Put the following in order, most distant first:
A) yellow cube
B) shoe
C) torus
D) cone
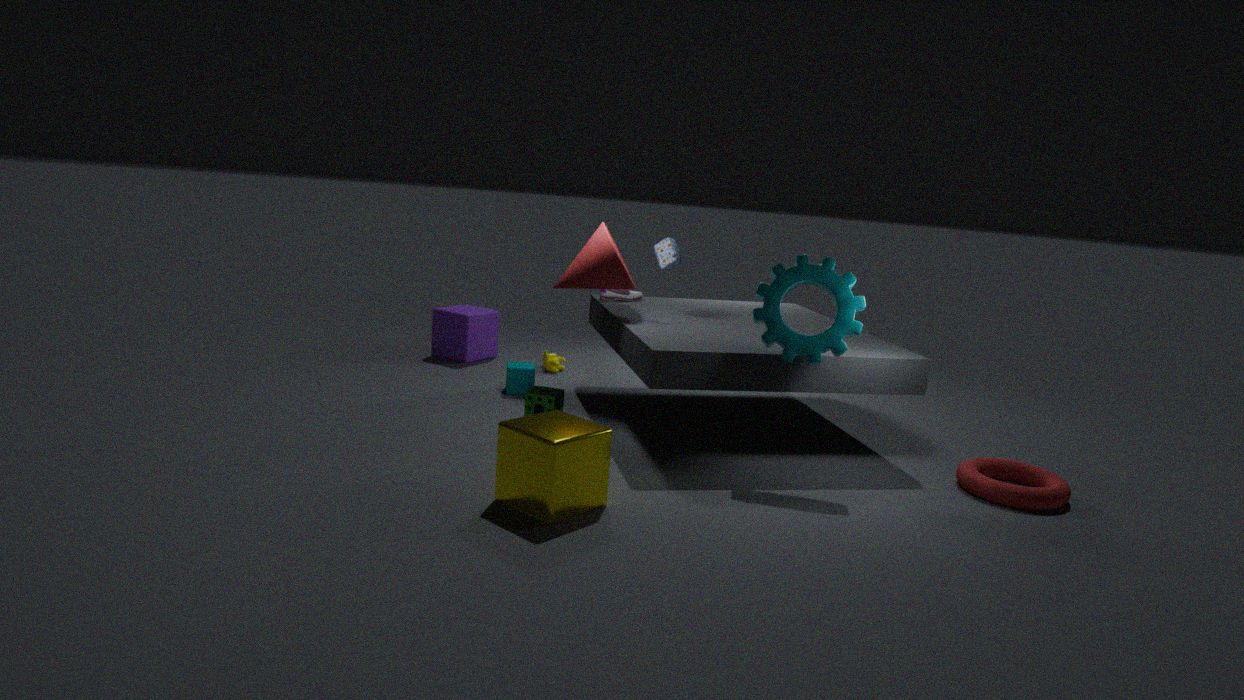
shoe, cone, torus, yellow cube
